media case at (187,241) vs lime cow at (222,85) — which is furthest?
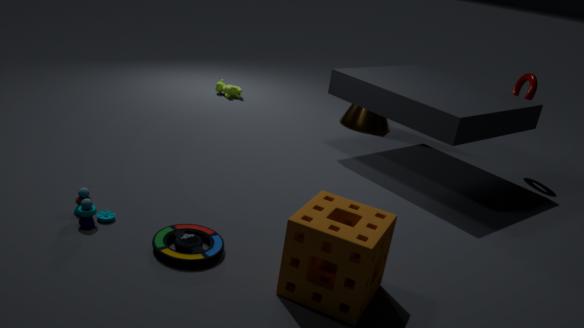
lime cow at (222,85)
